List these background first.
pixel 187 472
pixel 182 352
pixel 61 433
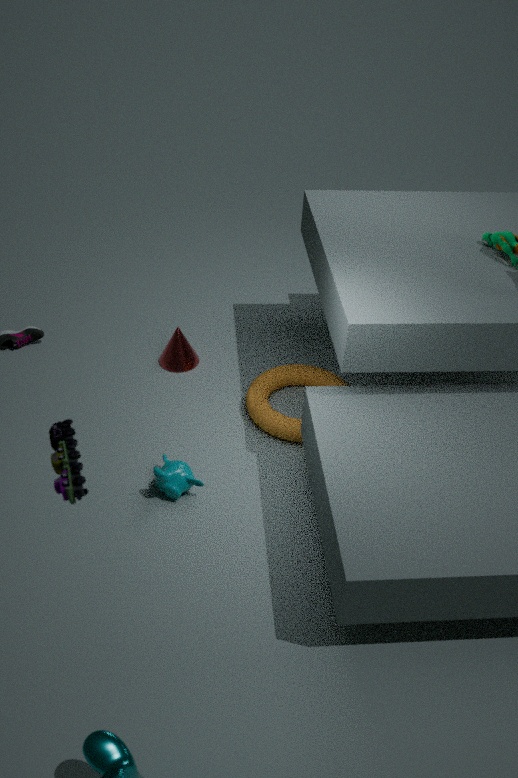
pixel 182 352 → pixel 187 472 → pixel 61 433
